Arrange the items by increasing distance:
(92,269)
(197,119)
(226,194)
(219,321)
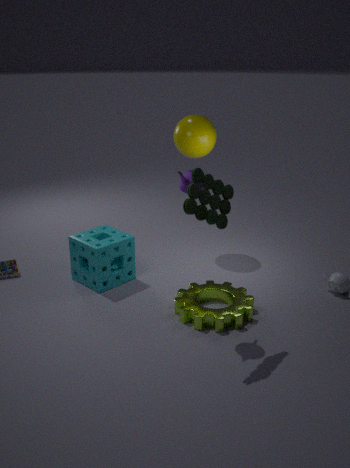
(226,194) → (219,321) → (92,269) → (197,119)
